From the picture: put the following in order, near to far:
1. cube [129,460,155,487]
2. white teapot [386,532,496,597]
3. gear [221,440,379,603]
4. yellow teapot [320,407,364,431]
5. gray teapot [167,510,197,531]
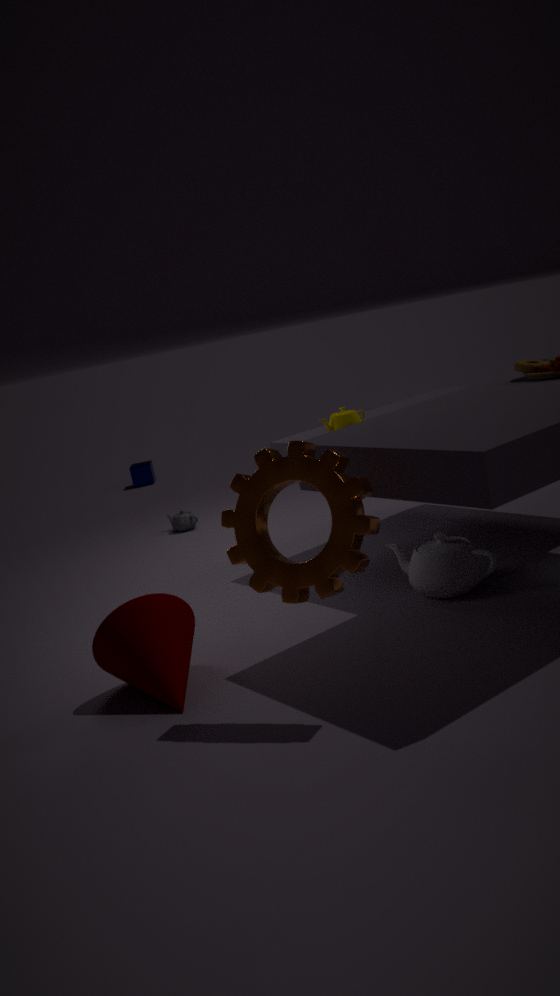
gear [221,440,379,603], white teapot [386,532,496,597], yellow teapot [320,407,364,431], gray teapot [167,510,197,531], cube [129,460,155,487]
